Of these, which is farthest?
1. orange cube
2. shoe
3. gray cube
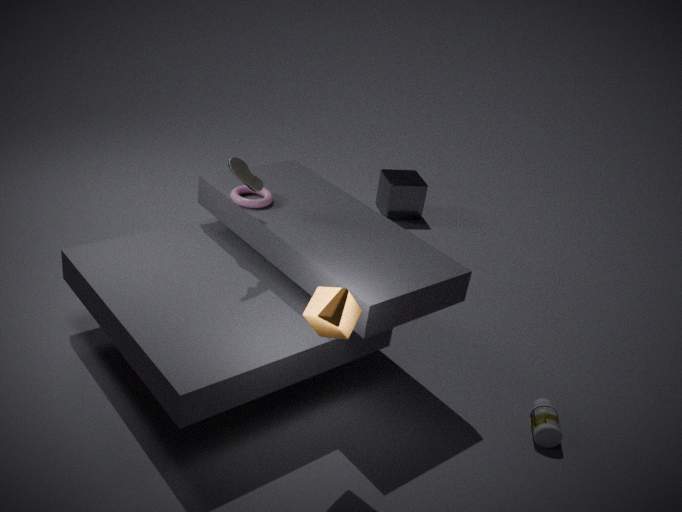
gray cube
